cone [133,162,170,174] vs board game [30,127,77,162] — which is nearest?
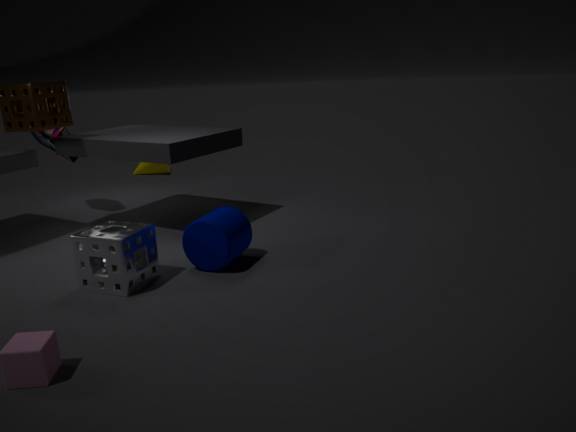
board game [30,127,77,162]
